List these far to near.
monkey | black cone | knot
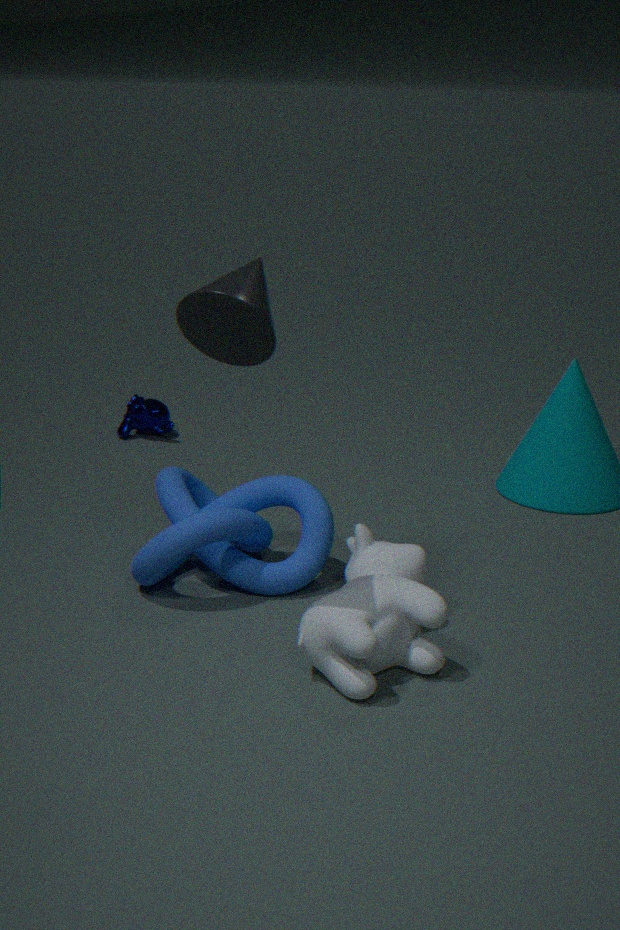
monkey → knot → black cone
